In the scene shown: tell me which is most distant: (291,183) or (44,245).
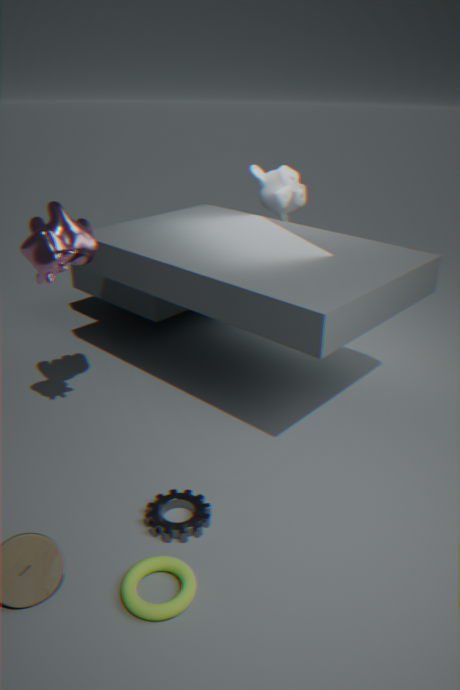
(291,183)
